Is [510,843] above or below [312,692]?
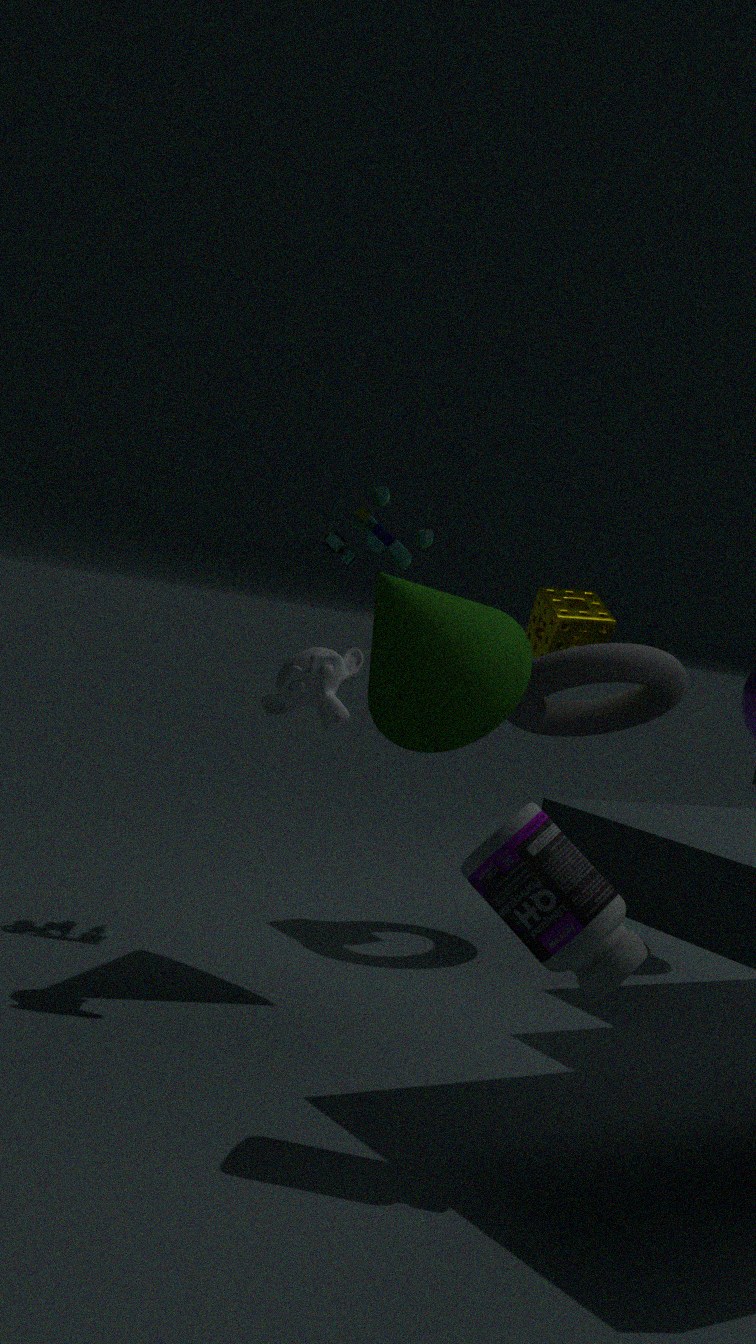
below
